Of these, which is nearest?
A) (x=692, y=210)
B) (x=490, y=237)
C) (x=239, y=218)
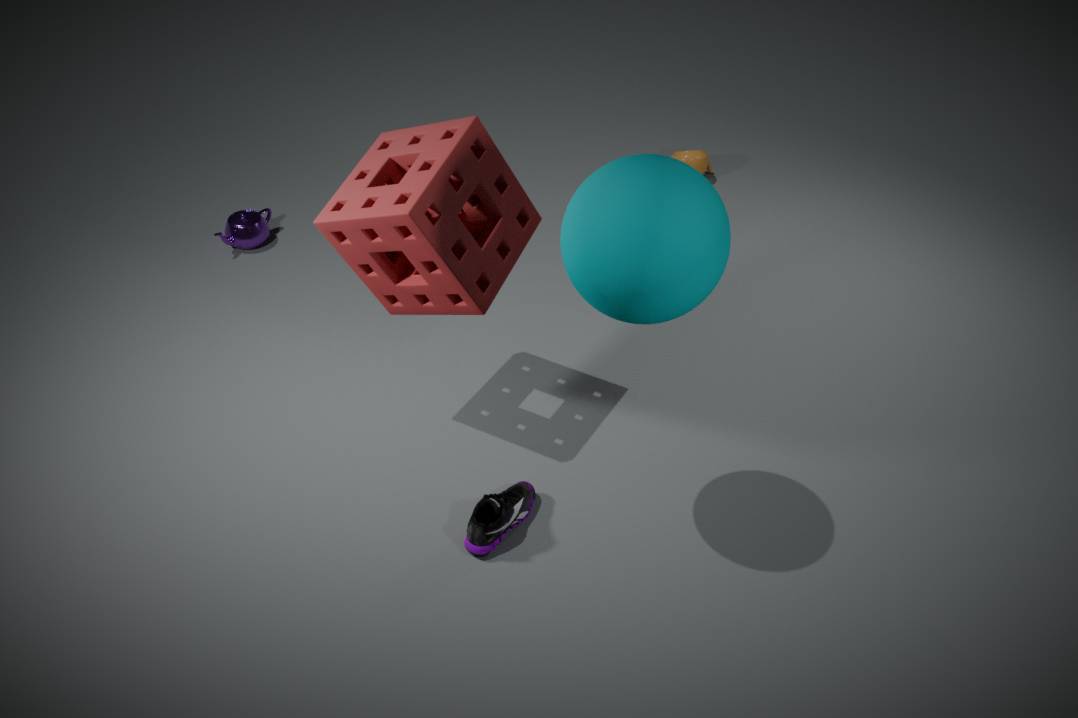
(x=692, y=210)
